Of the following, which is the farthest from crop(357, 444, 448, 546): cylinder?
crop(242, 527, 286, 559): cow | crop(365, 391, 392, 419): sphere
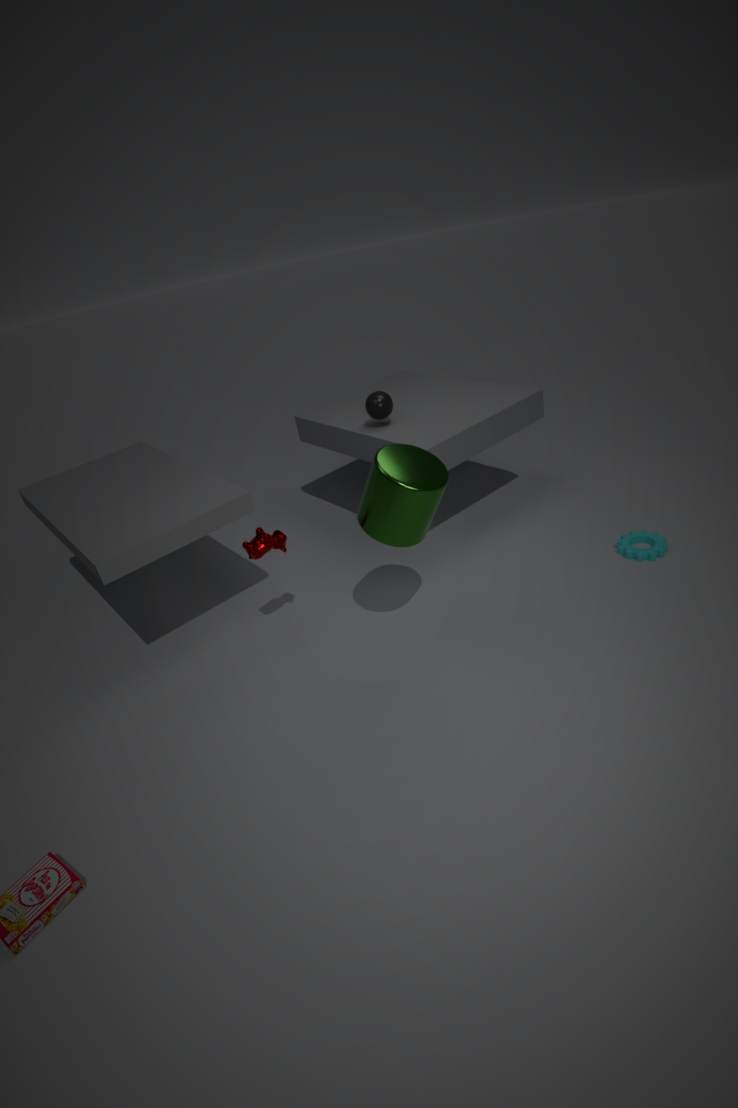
crop(365, 391, 392, 419): sphere
